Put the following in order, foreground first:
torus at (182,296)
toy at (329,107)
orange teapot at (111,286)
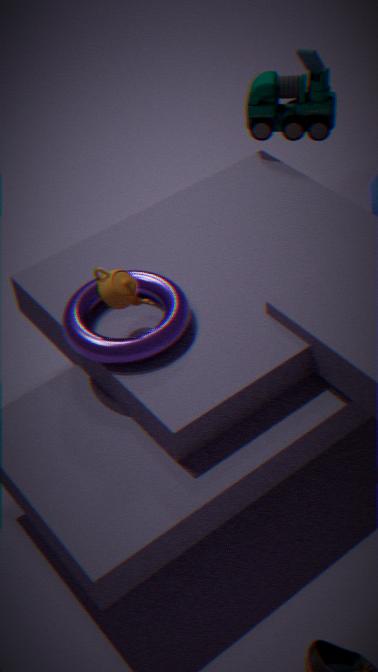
torus at (182,296) < orange teapot at (111,286) < toy at (329,107)
